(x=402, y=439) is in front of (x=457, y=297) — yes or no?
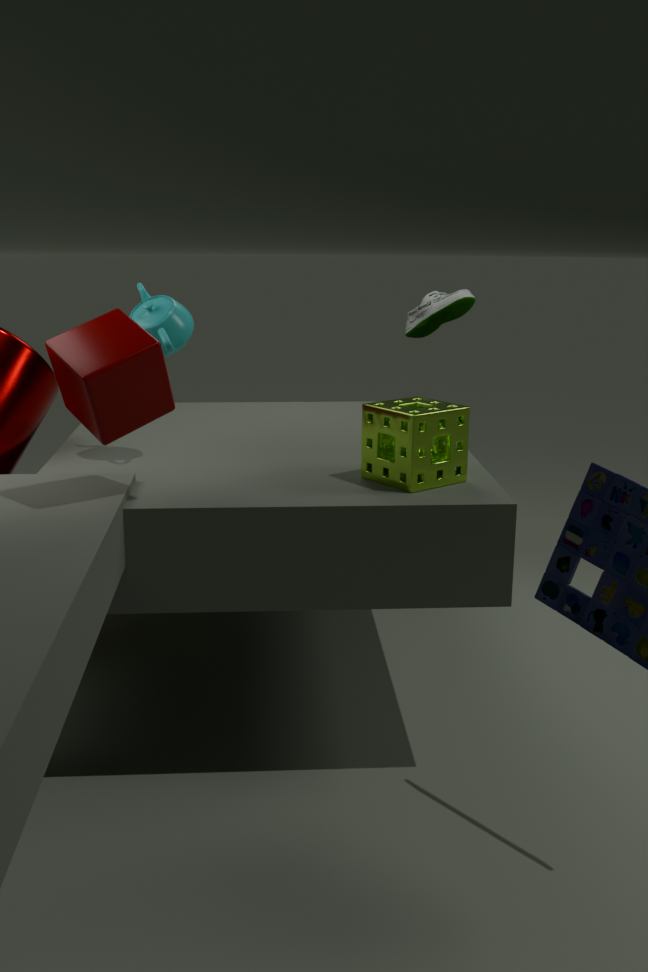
Yes
